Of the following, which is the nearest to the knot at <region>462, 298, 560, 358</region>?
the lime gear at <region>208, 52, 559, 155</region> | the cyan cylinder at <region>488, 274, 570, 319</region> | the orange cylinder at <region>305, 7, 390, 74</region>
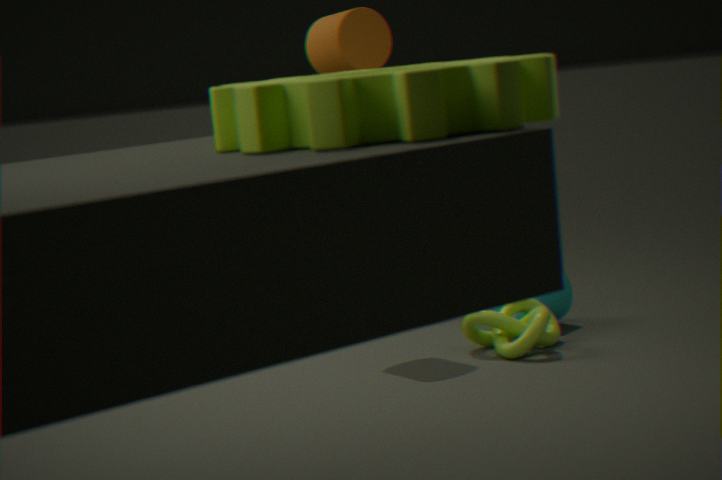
the cyan cylinder at <region>488, 274, 570, 319</region>
